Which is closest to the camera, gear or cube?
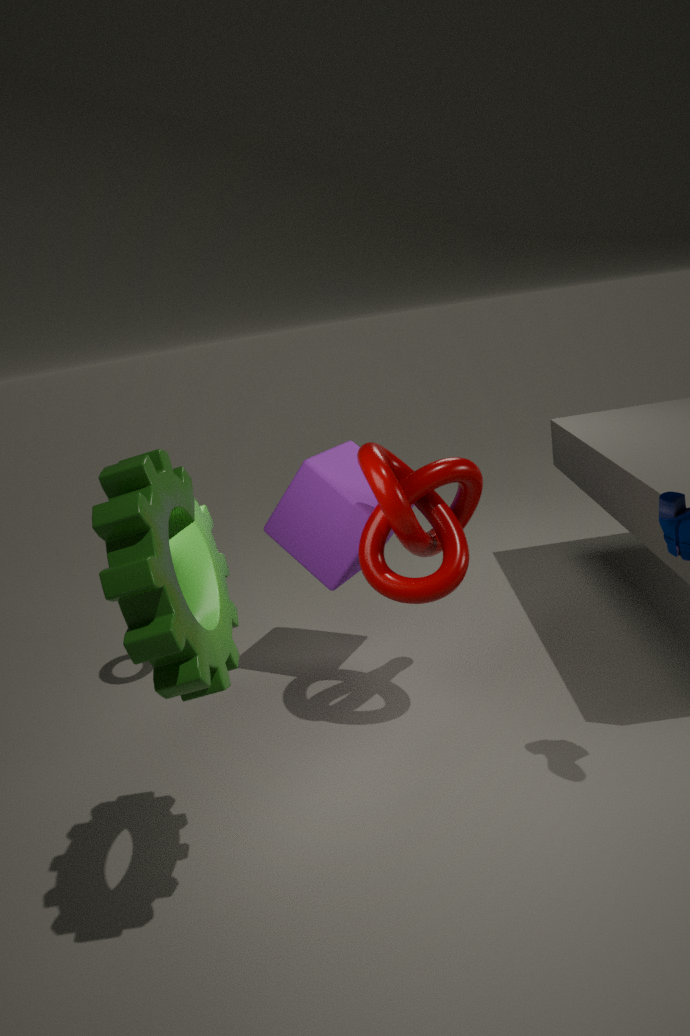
gear
